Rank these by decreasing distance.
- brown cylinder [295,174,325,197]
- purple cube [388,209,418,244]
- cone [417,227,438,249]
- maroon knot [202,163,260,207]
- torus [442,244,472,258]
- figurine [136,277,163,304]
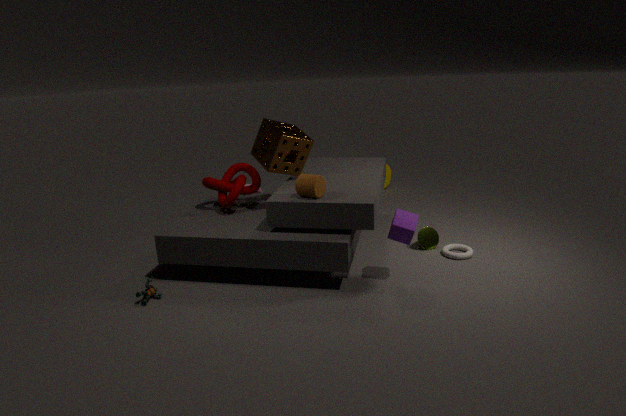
1. cone [417,227,438,249]
2. maroon knot [202,163,260,207]
3. torus [442,244,472,258]
4. brown cylinder [295,174,325,197]
5. purple cube [388,209,418,244]
6. figurine [136,277,163,304]
